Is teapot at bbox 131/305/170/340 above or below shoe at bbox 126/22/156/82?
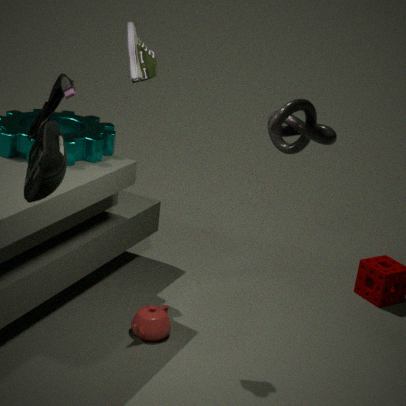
below
